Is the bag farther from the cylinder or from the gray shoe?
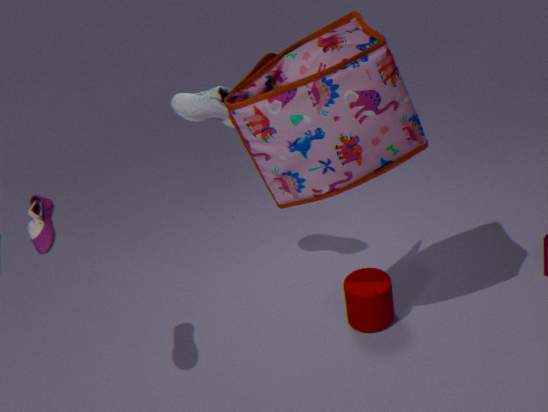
the cylinder
